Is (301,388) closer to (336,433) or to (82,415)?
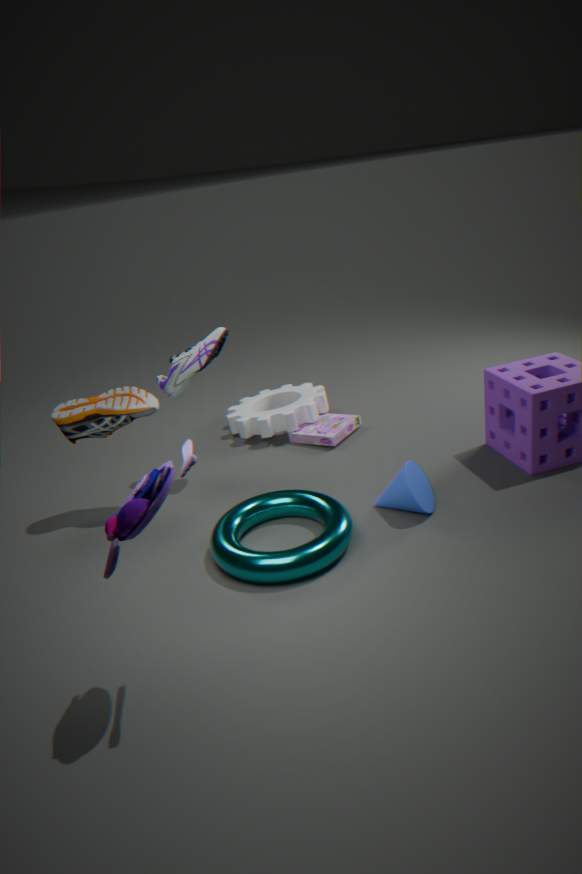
(336,433)
